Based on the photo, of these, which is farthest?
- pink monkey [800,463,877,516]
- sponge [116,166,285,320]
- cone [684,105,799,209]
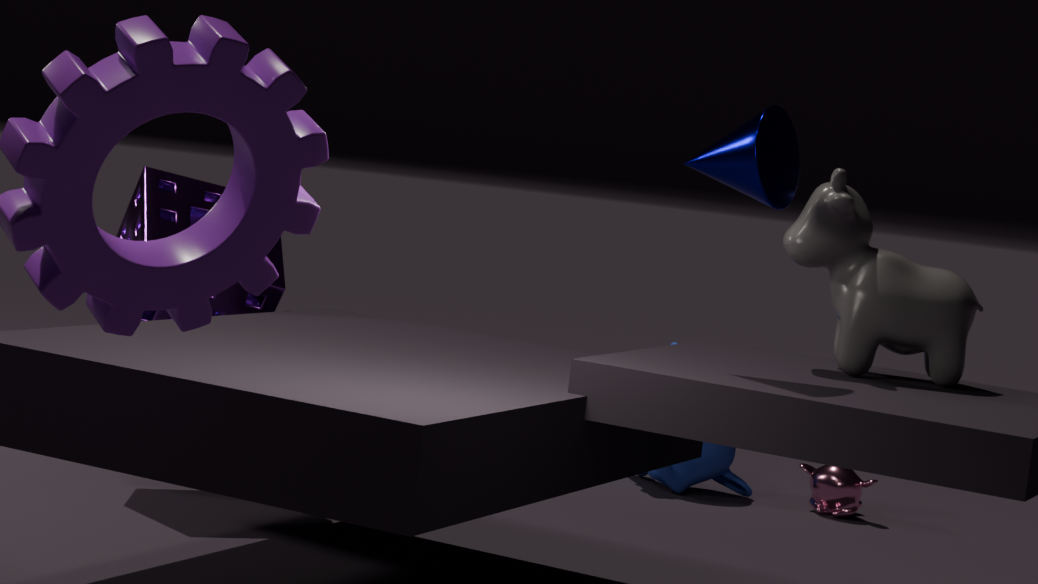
pink monkey [800,463,877,516]
